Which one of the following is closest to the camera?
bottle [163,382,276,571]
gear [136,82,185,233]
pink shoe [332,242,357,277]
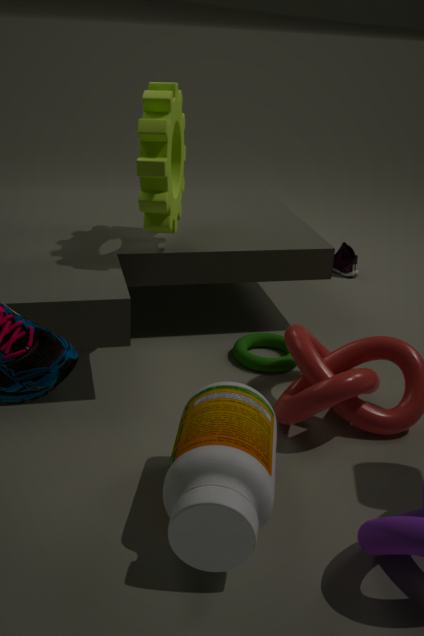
bottle [163,382,276,571]
